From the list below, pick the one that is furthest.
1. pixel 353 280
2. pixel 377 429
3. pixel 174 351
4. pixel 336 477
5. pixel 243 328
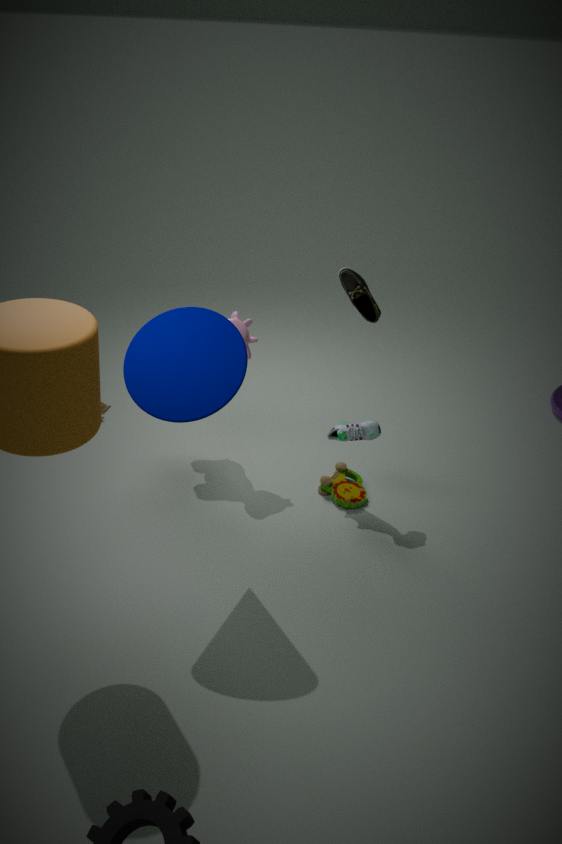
pixel 336 477
